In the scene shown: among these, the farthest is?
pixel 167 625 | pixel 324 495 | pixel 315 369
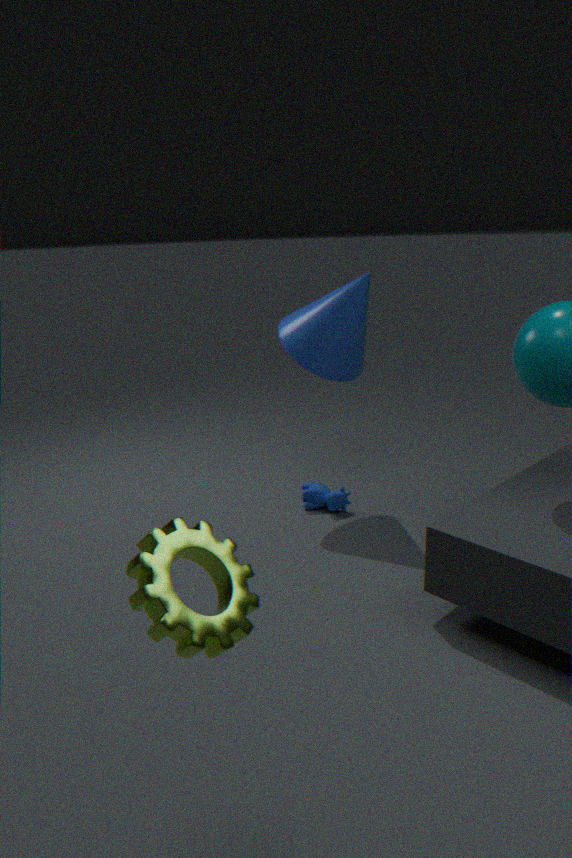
pixel 324 495
